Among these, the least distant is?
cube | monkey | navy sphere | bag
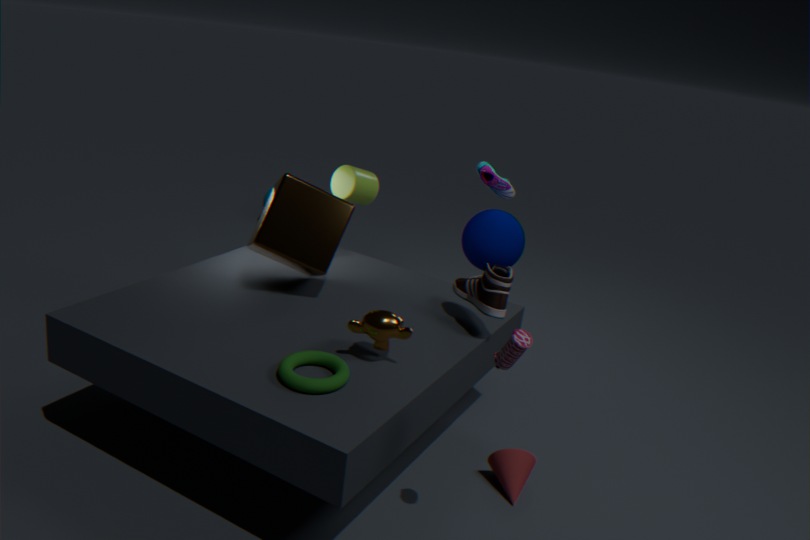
bag
